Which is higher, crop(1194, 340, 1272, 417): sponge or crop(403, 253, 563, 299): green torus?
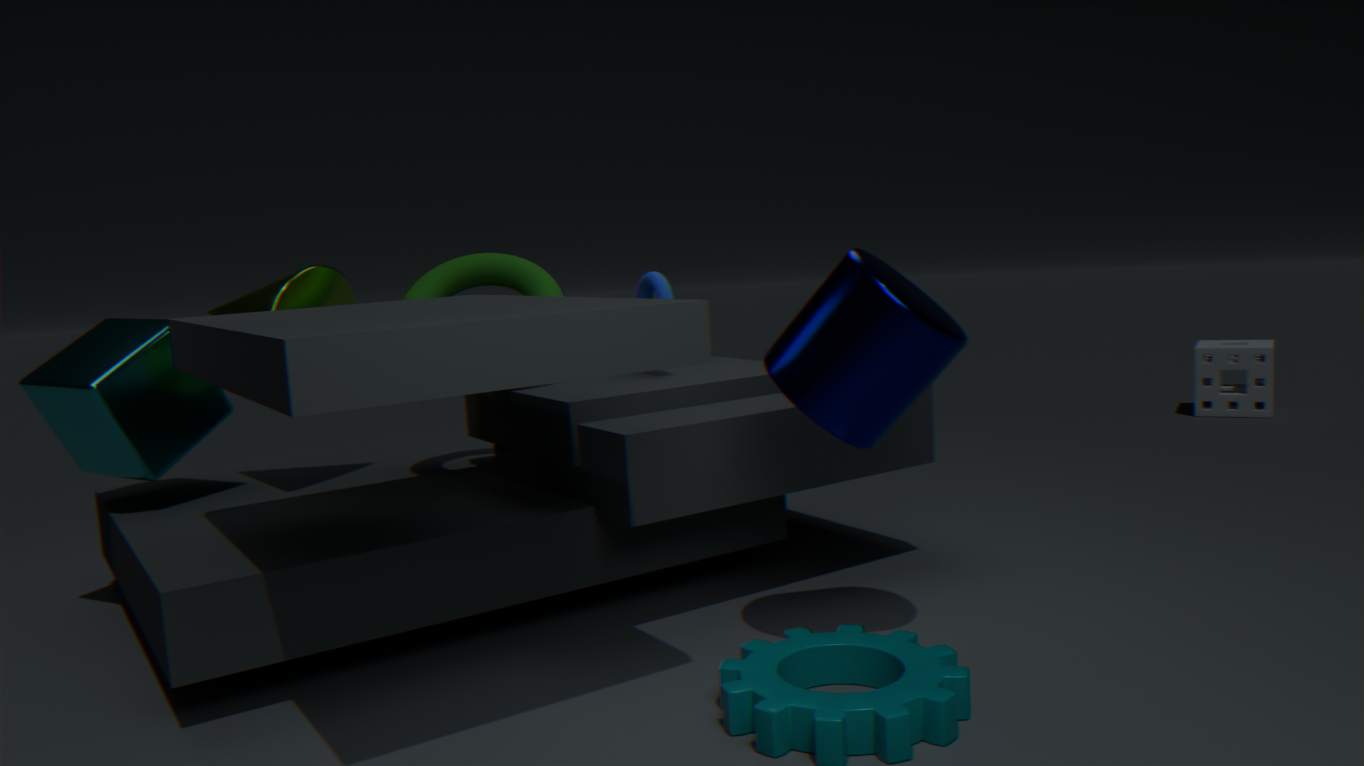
crop(403, 253, 563, 299): green torus
